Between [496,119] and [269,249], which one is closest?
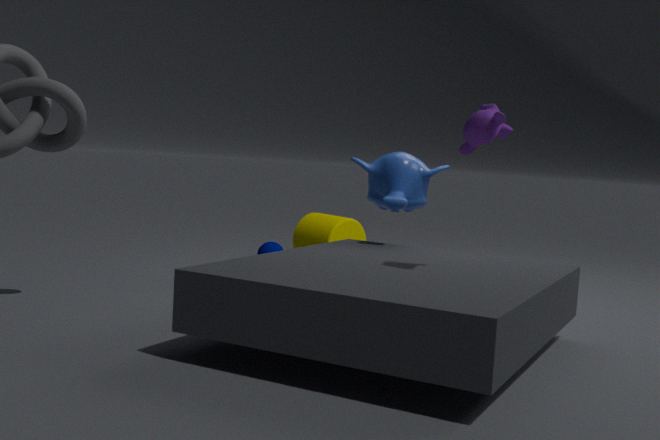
[496,119]
